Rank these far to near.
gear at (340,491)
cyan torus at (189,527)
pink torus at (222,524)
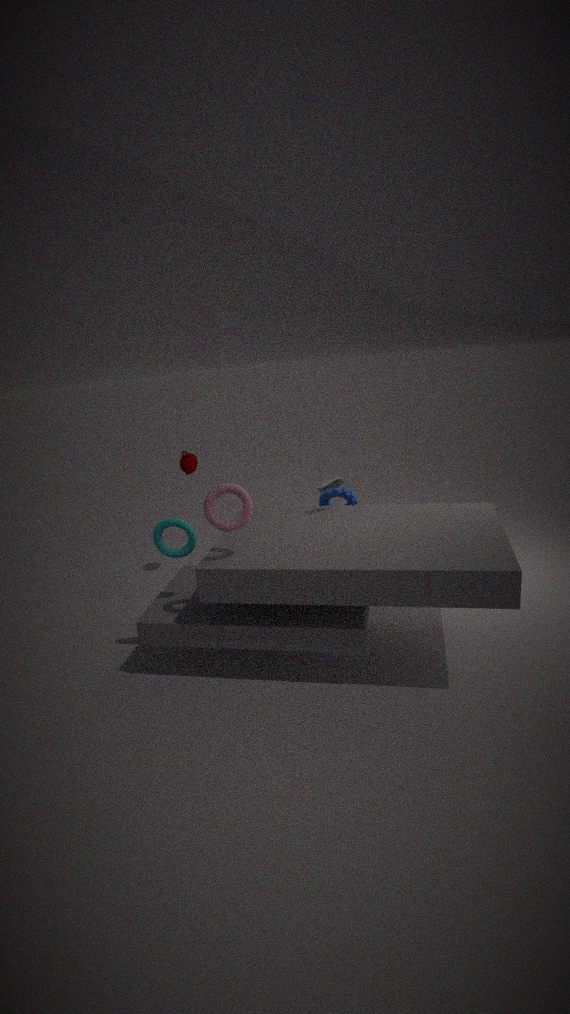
gear at (340,491)
cyan torus at (189,527)
pink torus at (222,524)
